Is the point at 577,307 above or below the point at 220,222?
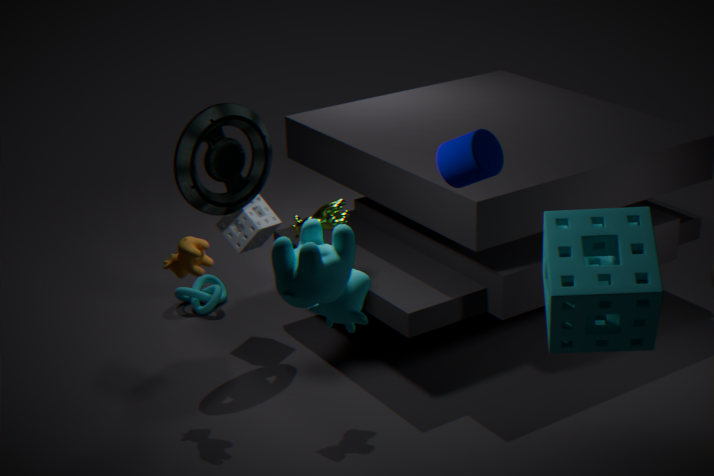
above
